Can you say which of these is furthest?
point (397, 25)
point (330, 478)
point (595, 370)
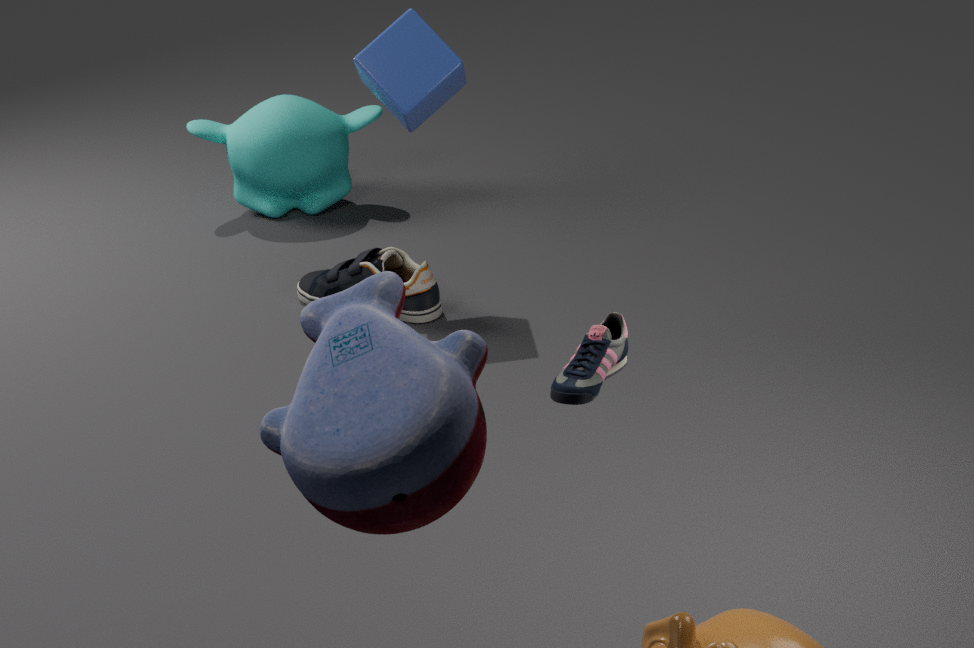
point (397, 25)
